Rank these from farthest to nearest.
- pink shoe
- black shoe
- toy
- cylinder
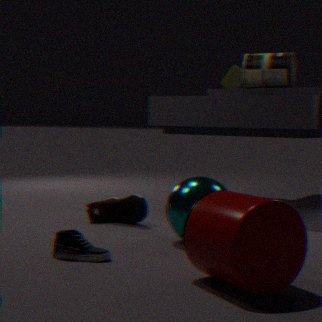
1. toy
2. pink shoe
3. black shoe
4. cylinder
